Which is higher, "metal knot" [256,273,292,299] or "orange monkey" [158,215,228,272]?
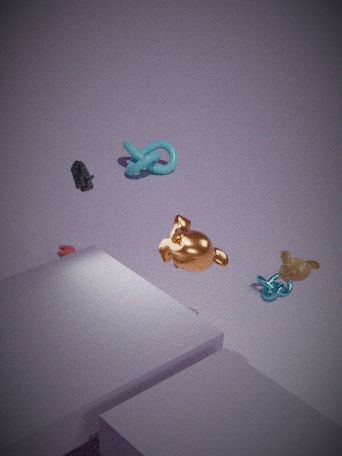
"orange monkey" [158,215,228,272]
